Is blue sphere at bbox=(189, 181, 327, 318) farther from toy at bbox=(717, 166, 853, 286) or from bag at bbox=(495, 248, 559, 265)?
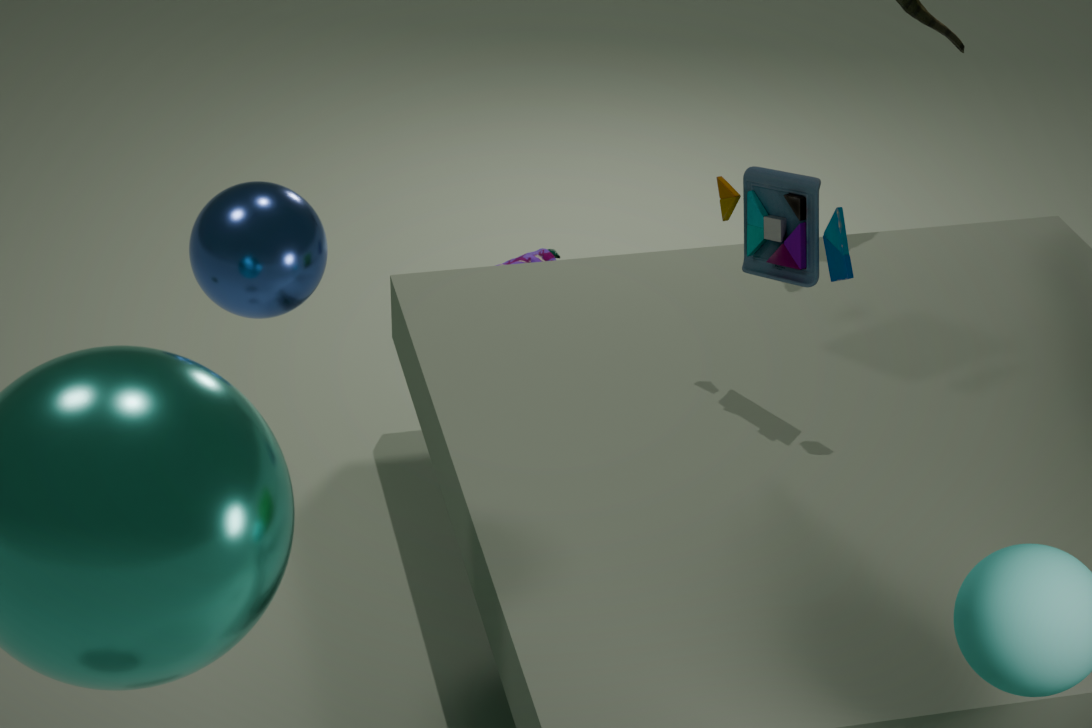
bag at bbox=(495, 248, 559, 265)
